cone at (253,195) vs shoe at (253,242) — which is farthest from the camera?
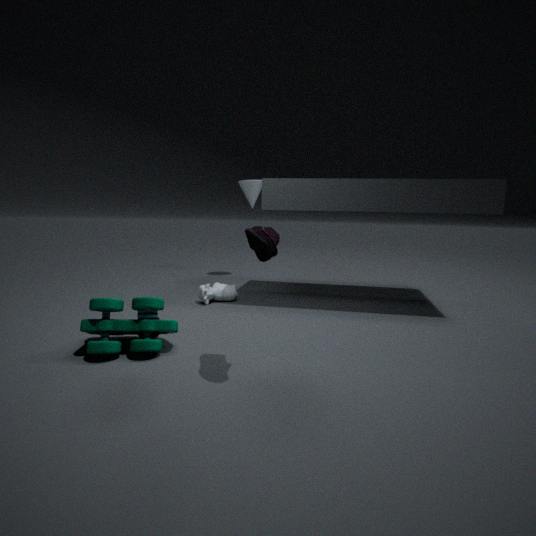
cone at (253,195)
